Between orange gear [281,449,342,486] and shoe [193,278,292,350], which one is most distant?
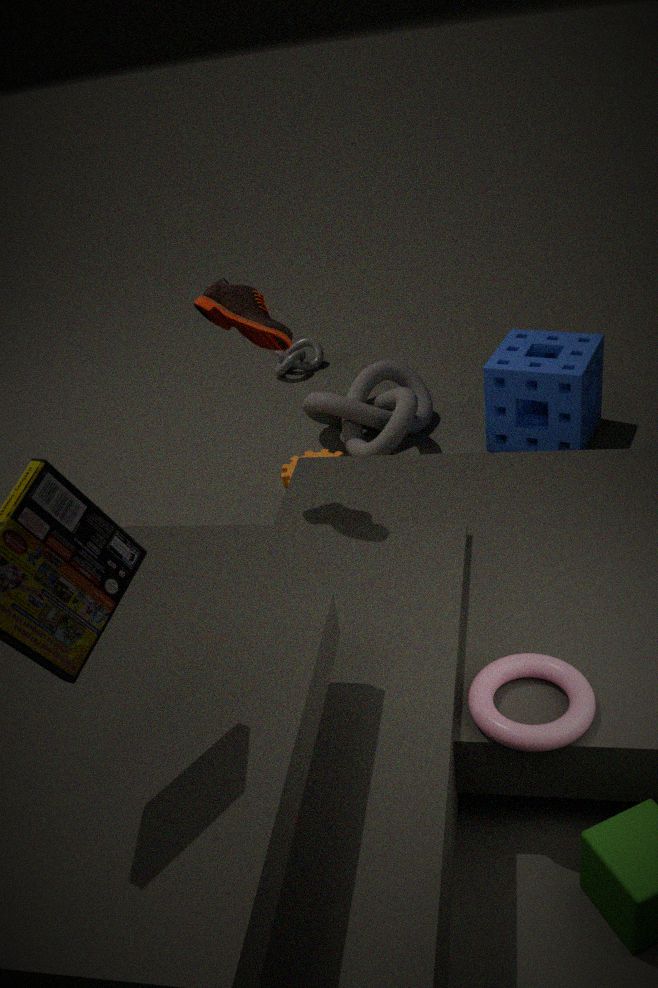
orange gear [281,449,342,486]
